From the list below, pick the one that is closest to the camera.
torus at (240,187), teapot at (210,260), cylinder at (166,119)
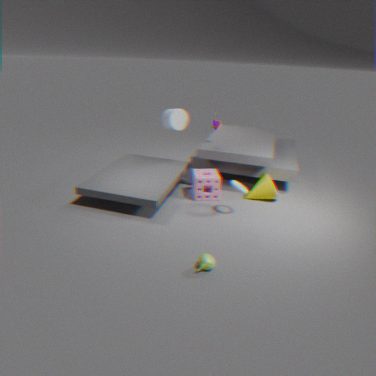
teapot at (210,260)
